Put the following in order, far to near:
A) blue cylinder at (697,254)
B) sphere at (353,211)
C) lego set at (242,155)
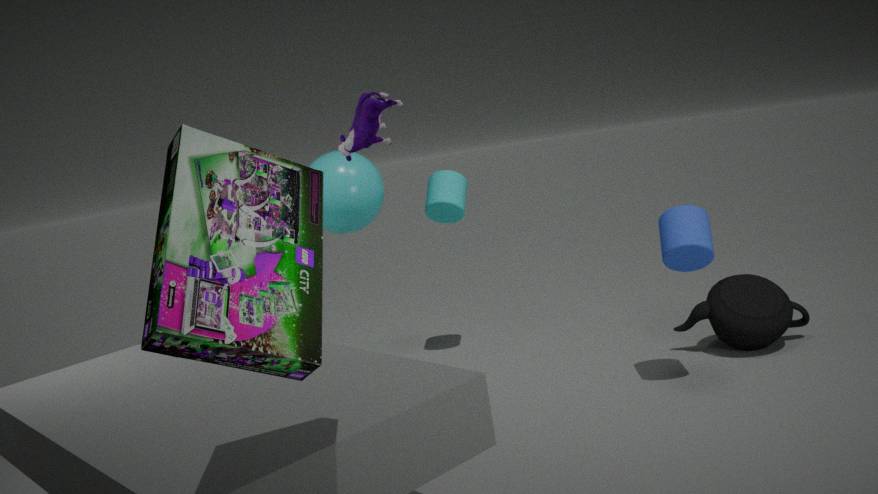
sphere at (353,211) → blue cylinder at (697,254) → lego set at (242,155)
